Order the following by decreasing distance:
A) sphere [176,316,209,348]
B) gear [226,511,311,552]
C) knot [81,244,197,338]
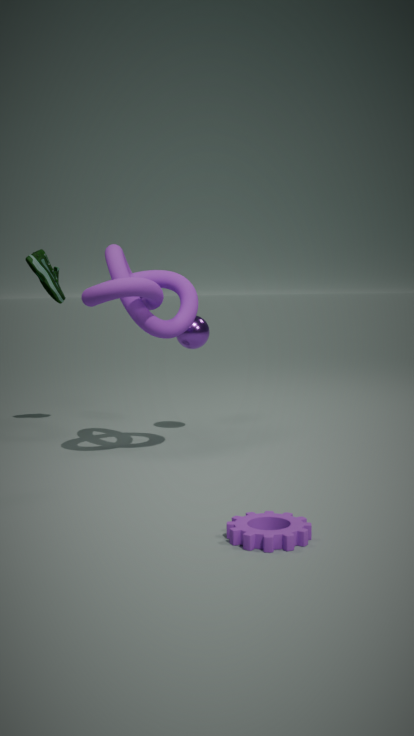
1. sphere [176,316,209,348]
2. knot [81,244,197,338]
3. gear [226,511,311,552]
